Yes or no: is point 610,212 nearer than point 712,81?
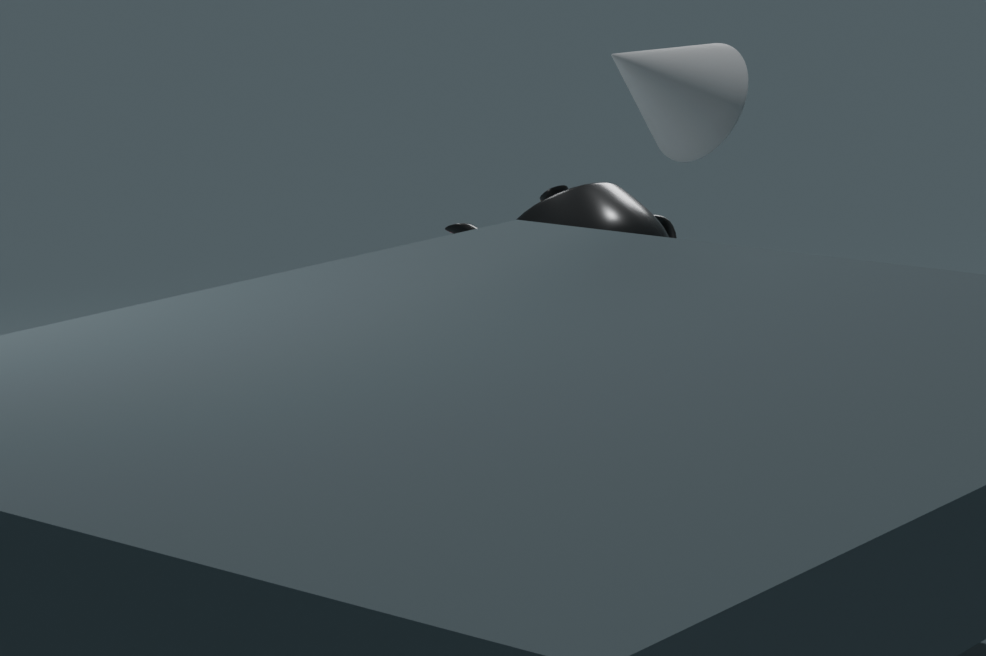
No
